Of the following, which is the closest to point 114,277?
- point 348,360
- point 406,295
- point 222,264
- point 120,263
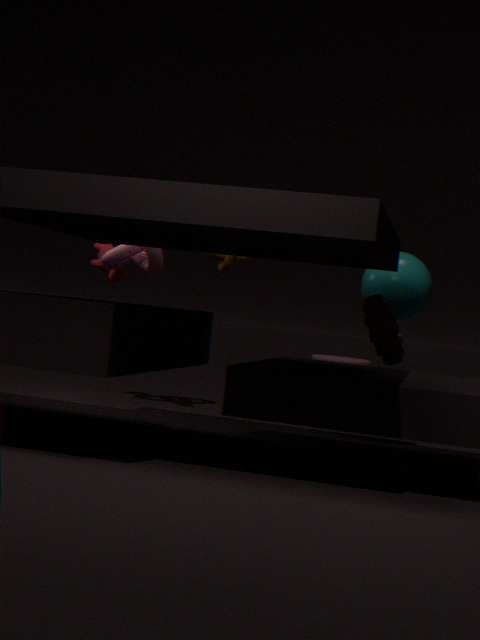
point 120,263
